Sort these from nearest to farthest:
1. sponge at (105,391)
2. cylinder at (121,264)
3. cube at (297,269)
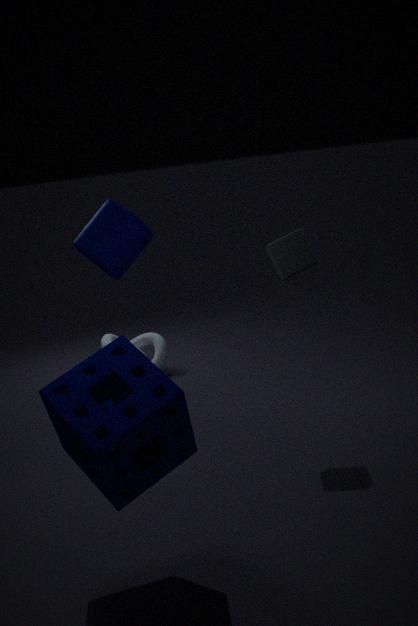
sponge at (105,391), cube at (297,269), cylinder at (121,264)
